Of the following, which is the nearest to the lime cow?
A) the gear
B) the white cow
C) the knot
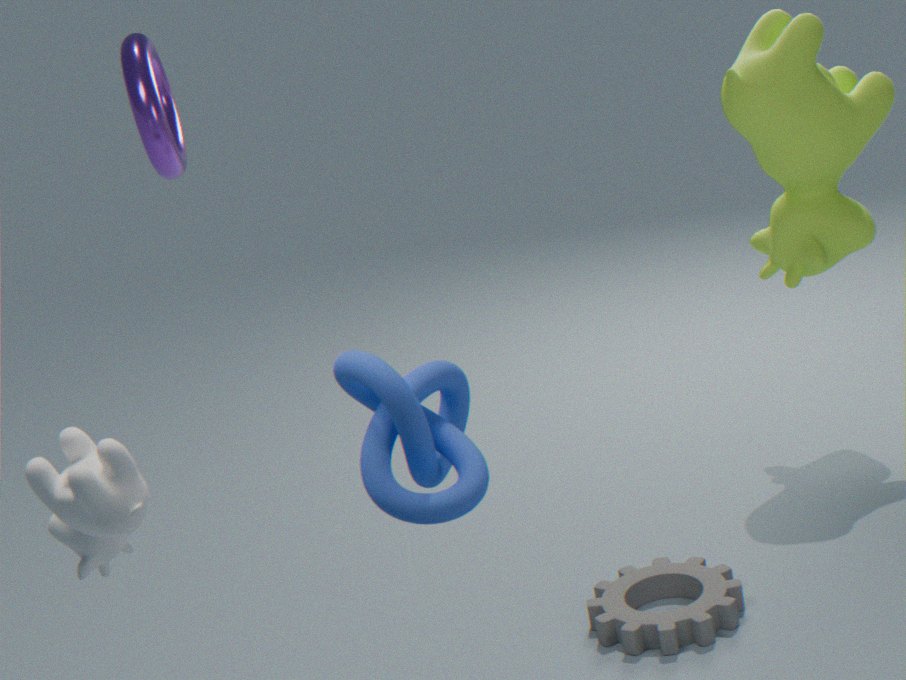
the gear
